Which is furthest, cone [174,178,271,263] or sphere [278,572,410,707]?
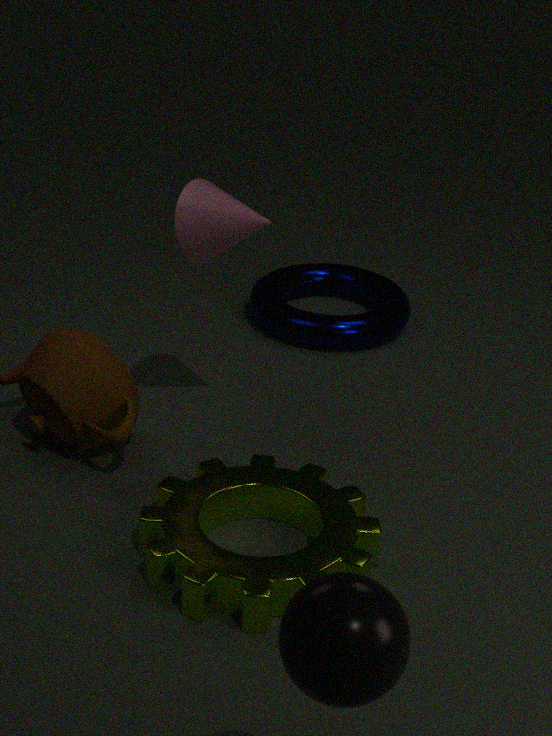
cone [174,178,271,263]
